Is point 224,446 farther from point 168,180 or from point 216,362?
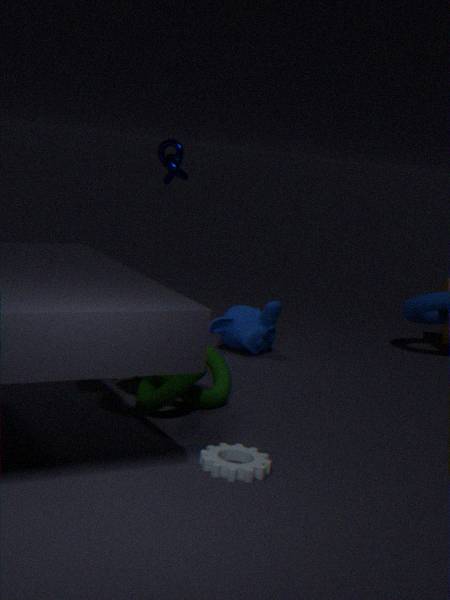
point 168,180
